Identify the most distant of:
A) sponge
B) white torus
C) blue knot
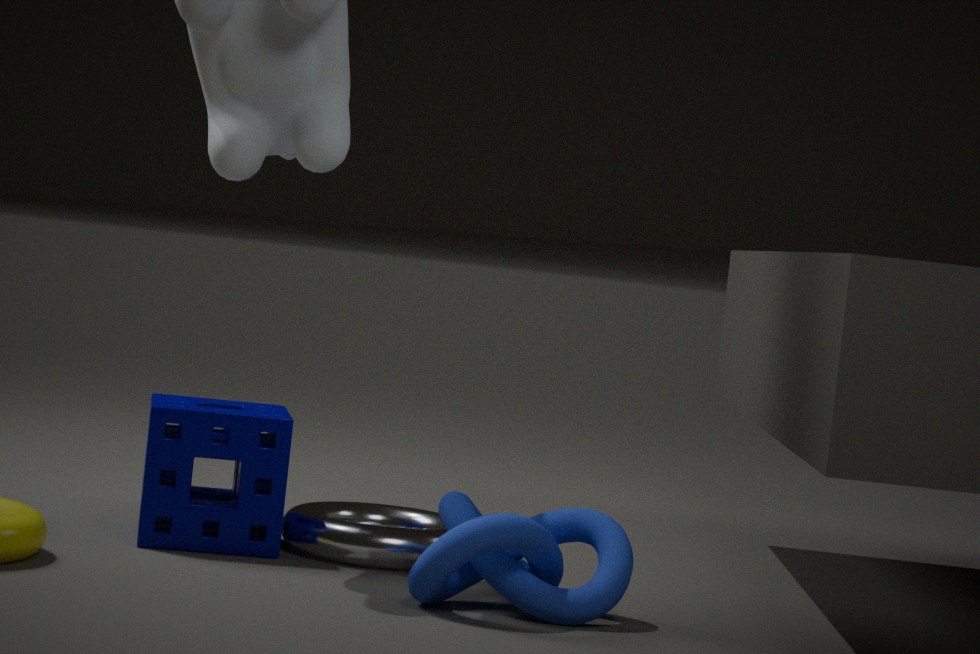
white torus
